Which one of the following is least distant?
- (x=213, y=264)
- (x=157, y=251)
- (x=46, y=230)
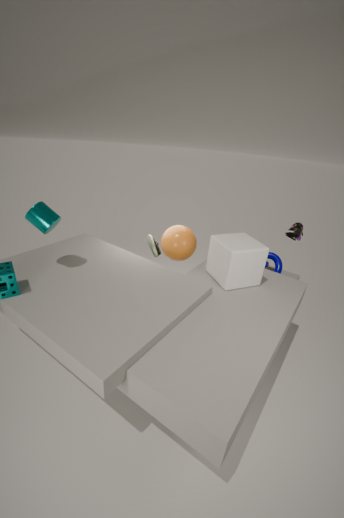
(x=46, y=230)
